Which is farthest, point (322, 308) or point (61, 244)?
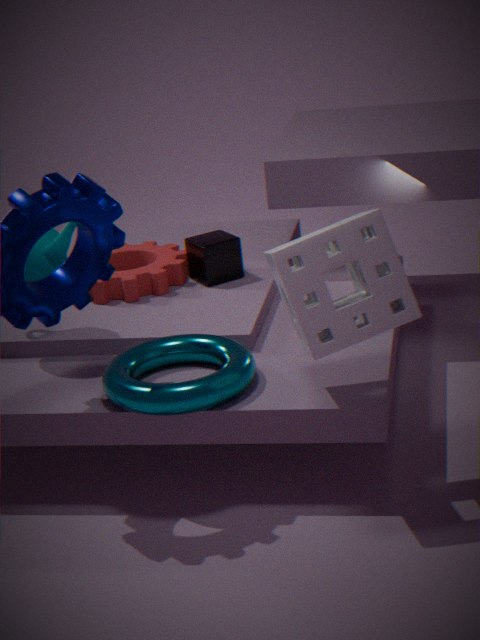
point (61, 244)
